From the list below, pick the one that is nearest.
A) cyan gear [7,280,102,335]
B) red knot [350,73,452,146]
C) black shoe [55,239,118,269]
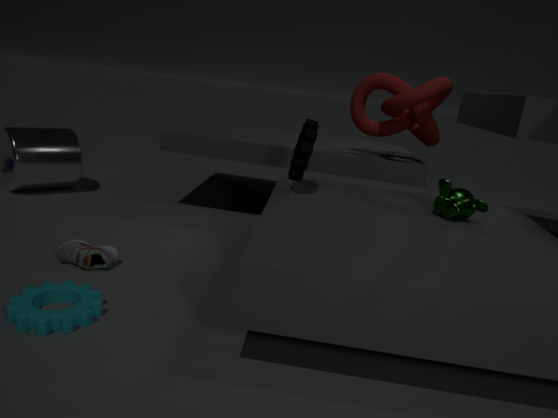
cyan gear [7,280,102,335]
